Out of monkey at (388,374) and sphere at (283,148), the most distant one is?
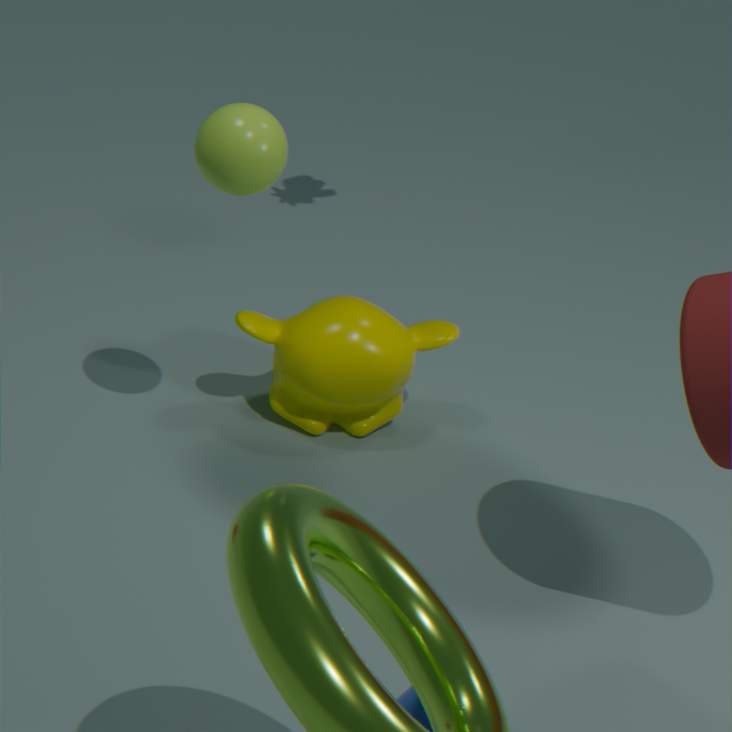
monkey at (388,374)
